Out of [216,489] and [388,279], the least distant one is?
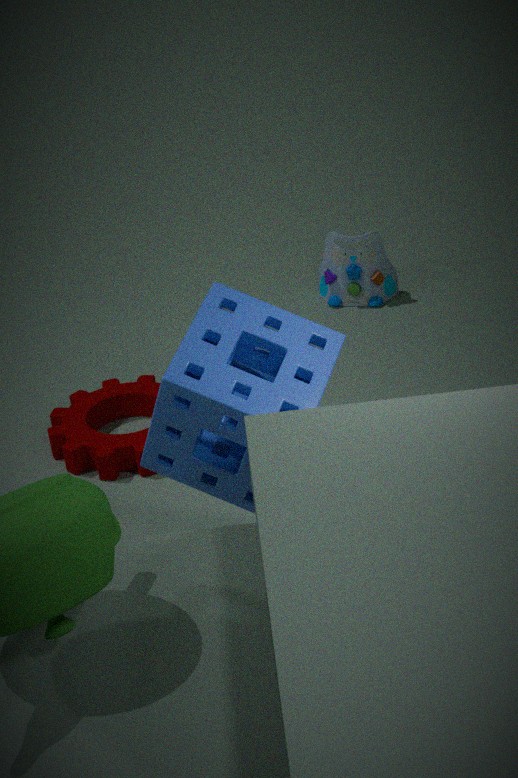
[216,489]
